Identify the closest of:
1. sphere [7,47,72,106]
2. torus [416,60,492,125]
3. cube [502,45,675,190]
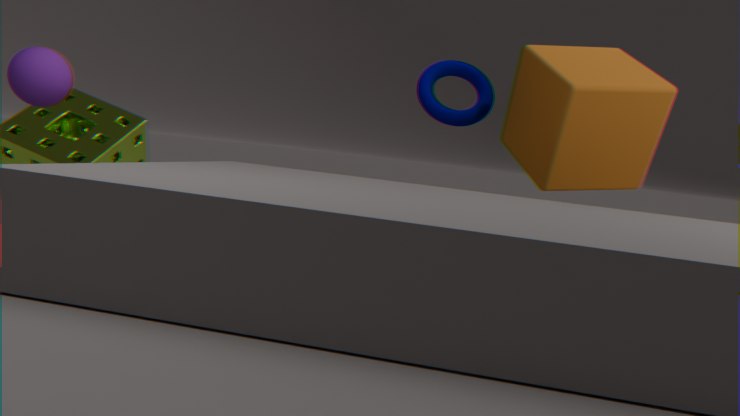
sphere [7,47,72,106]
